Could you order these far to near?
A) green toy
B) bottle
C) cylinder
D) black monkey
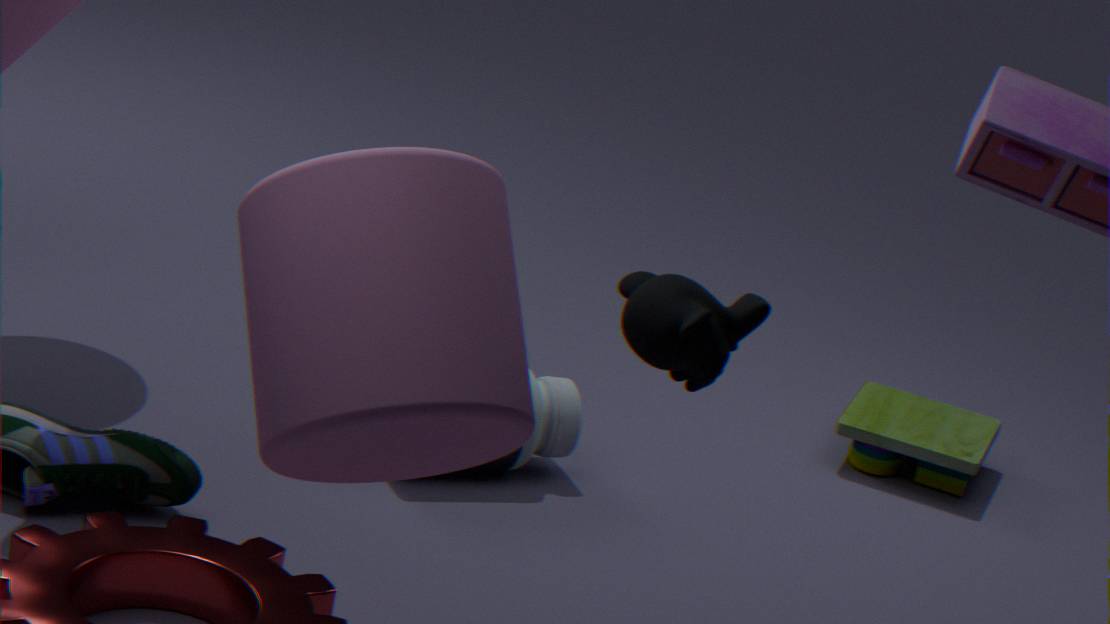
green toy
bottle
black monkey
cylinder
